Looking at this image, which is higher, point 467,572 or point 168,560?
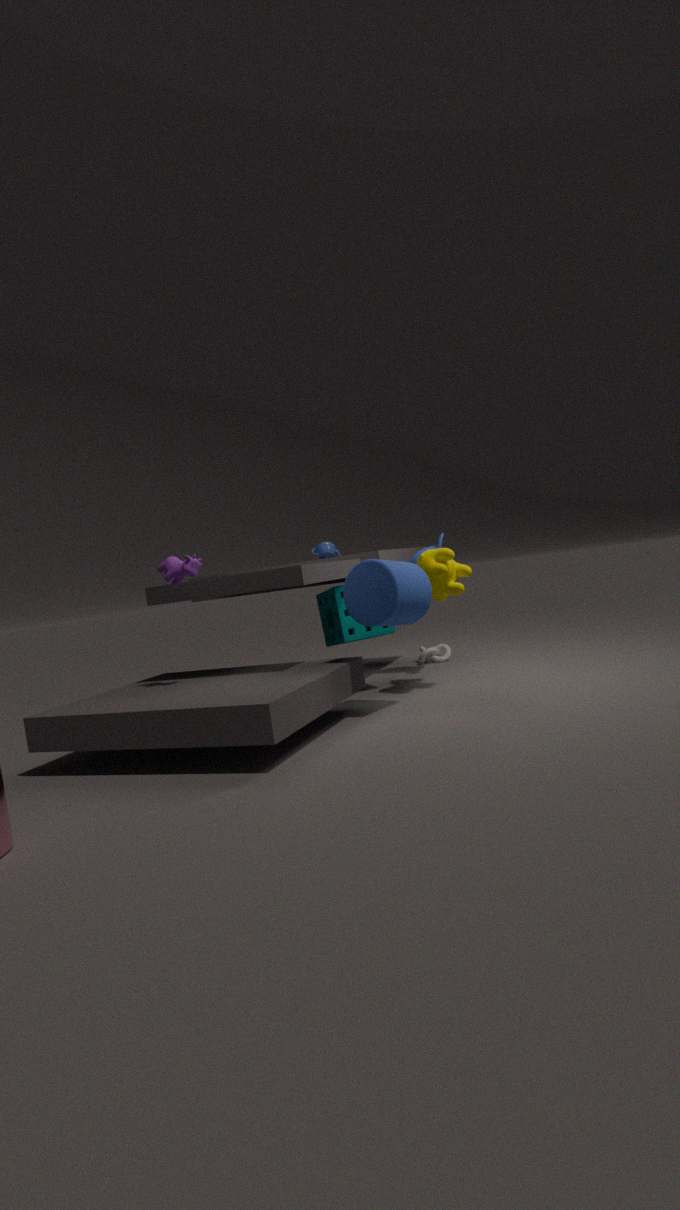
point 168,560
